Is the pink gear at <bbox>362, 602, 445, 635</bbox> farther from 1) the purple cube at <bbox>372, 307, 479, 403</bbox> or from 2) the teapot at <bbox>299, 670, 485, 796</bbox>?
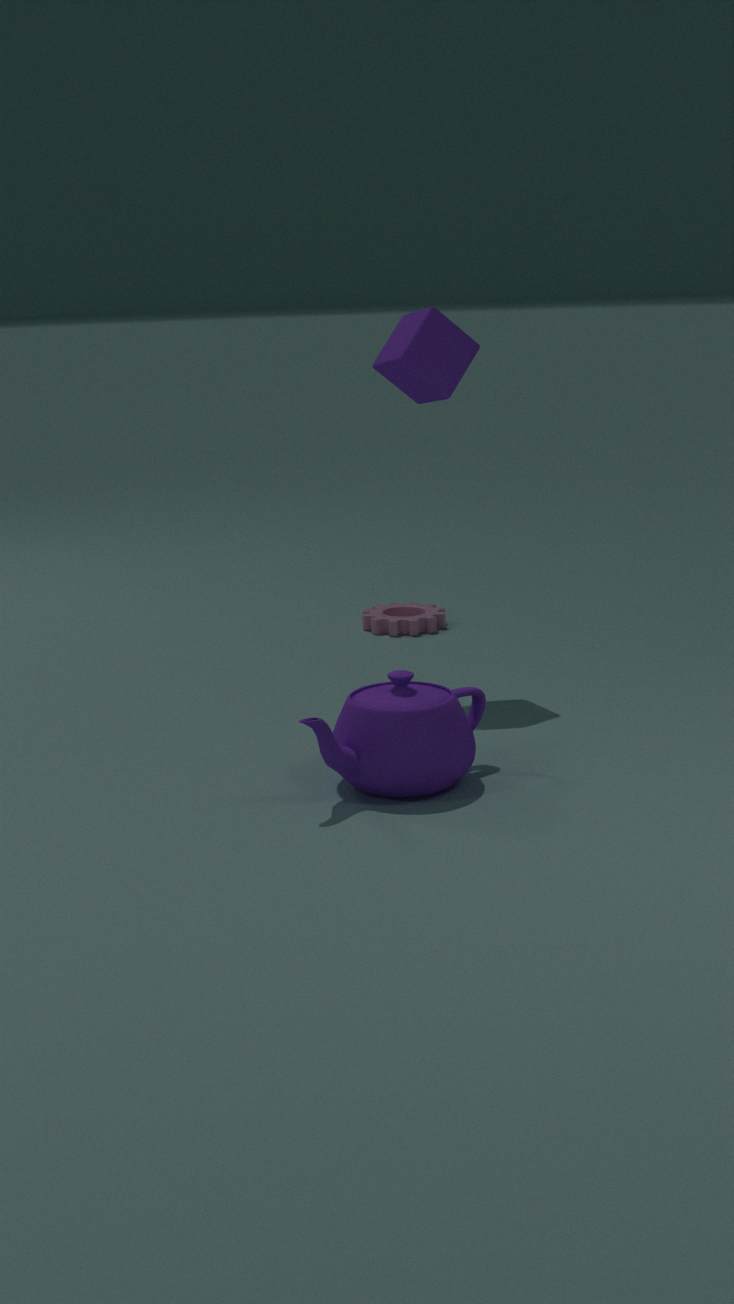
2) the teapot at <bbox>299, 670, 485, 796</bbox>
